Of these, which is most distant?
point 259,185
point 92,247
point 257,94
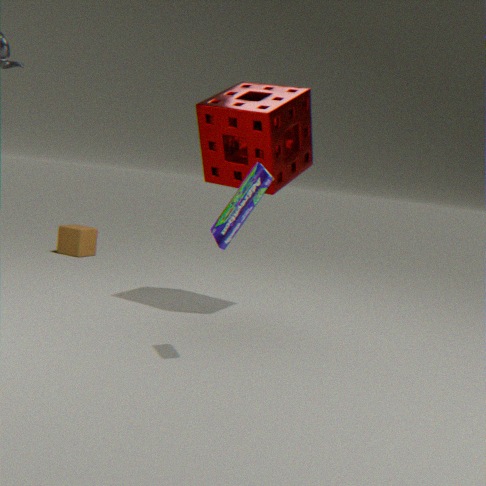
point 92,247
